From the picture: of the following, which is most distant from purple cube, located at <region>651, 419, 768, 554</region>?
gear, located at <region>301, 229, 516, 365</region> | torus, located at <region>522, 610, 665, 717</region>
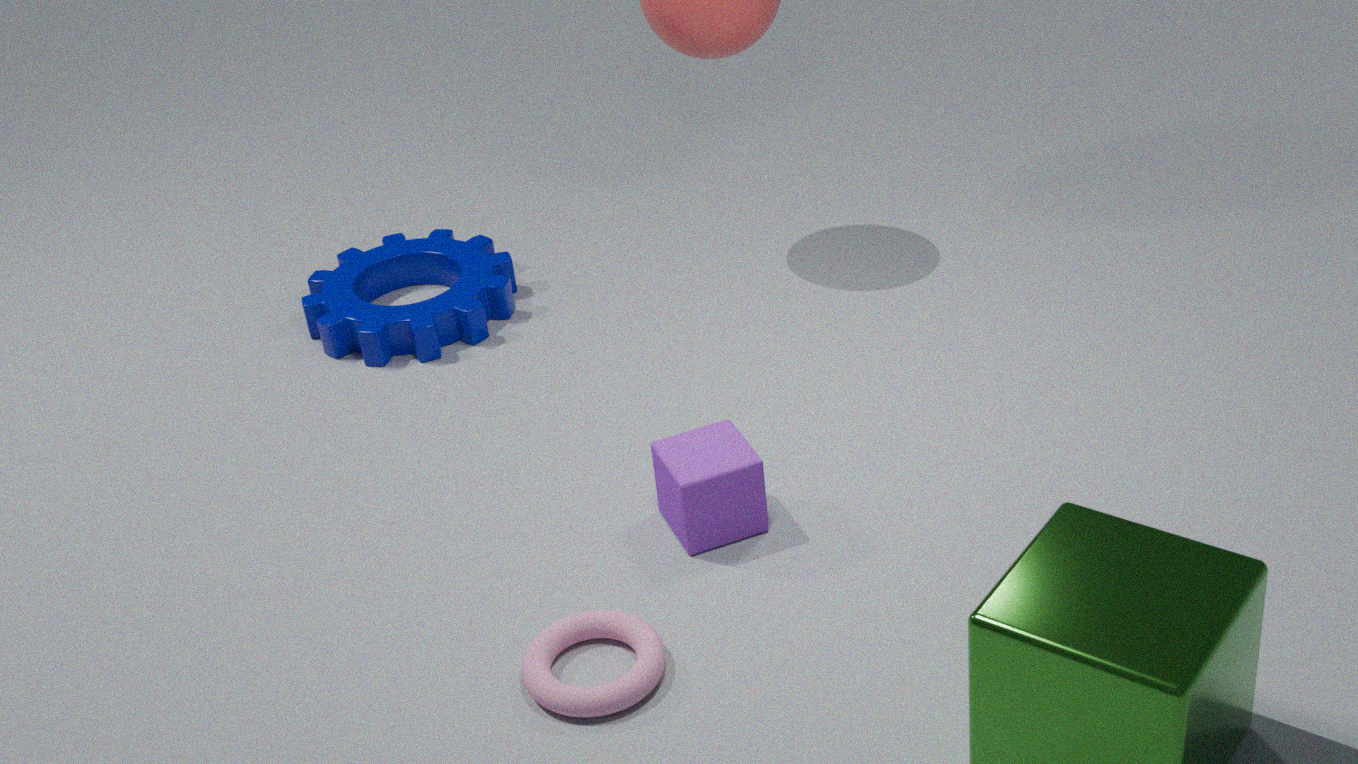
gear, located at <region>301, 229, 516, 365</region>
